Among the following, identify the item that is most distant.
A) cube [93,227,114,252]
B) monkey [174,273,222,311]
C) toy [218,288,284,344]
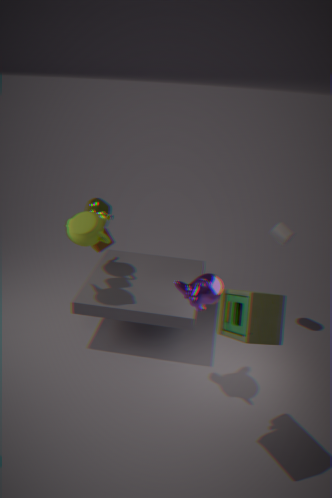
cube [93,227,114,252]
